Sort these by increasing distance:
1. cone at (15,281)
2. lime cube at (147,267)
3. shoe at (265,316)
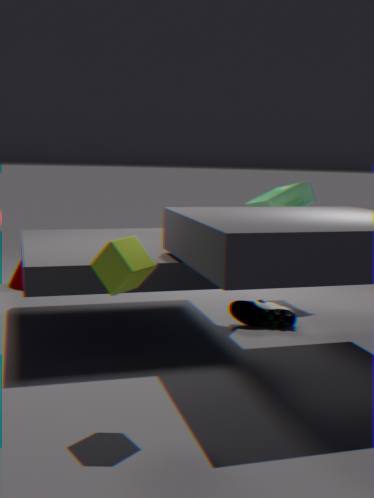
lime cube at (147,267) → shoe at (265,316) → cone at (15,281)
